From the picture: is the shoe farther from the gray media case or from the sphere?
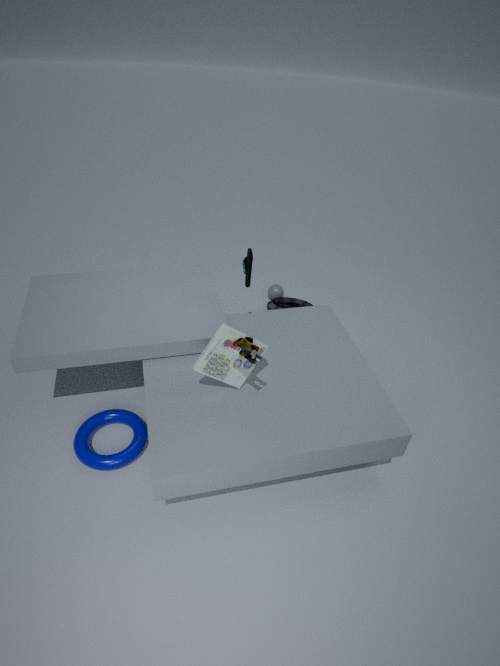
the sphere
